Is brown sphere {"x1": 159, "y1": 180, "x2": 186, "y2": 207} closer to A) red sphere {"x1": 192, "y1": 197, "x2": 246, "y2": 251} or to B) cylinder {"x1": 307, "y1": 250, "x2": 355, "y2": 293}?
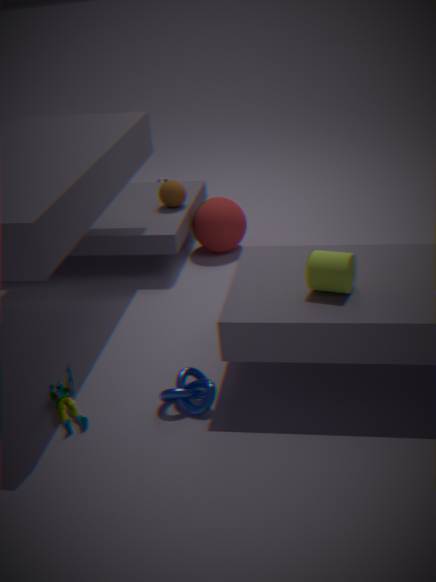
A) red sphere {"x1": 192, "y1": 197, "x2": 246, "y2": 251}
